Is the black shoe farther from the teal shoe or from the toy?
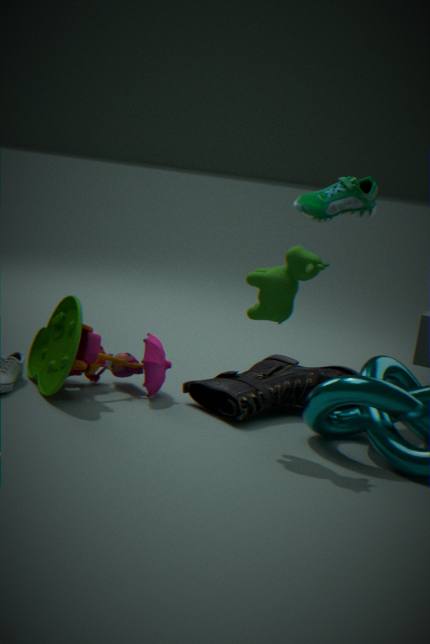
the teal shoe
